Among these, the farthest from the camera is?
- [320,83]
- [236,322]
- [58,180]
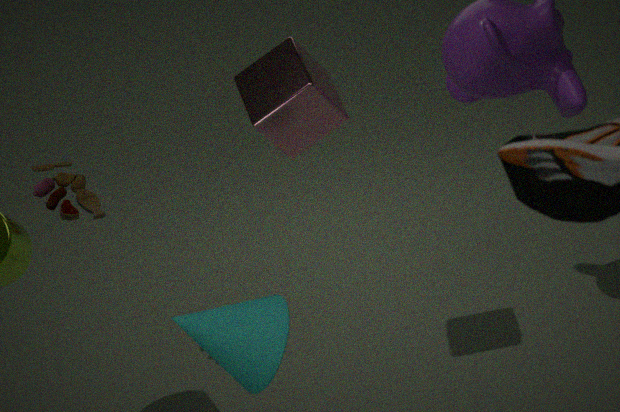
[58,180]
